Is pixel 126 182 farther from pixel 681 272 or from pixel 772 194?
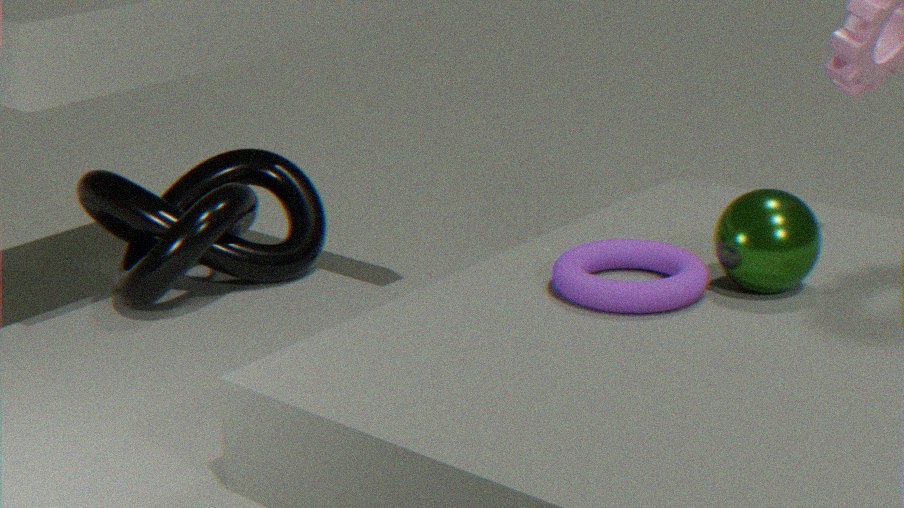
pixel 772 194
